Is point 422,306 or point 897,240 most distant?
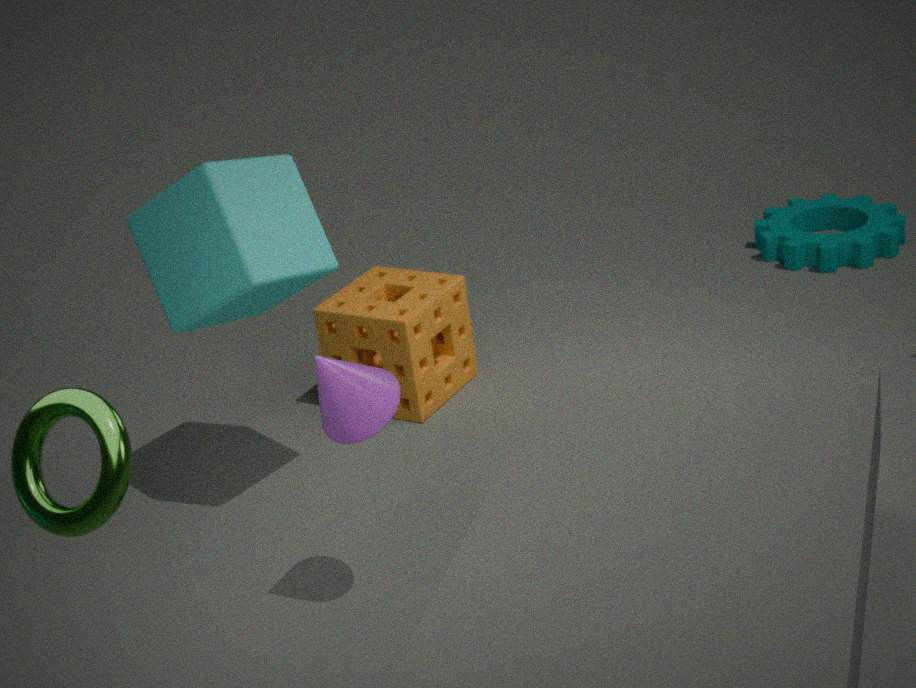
point 897,240
